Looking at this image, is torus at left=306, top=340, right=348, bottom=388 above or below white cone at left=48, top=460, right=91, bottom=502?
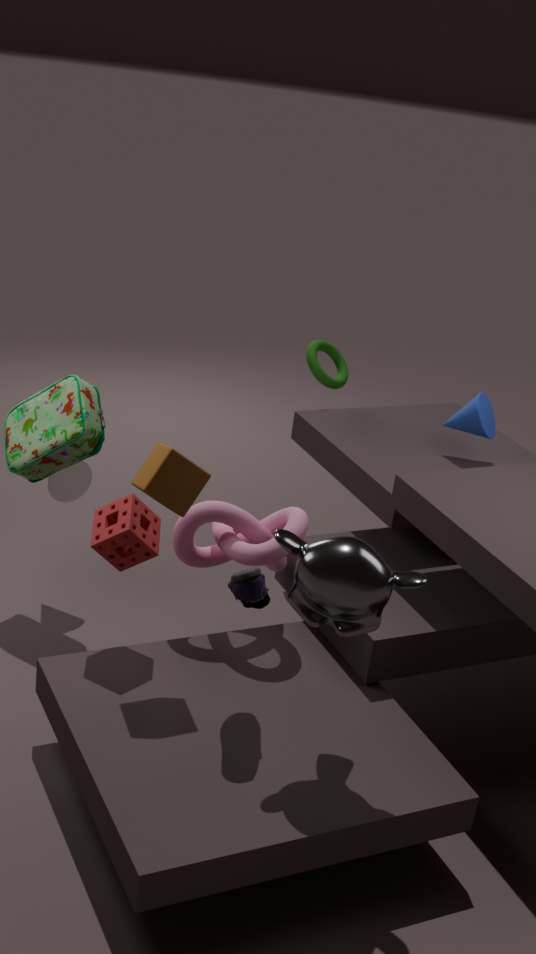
above
